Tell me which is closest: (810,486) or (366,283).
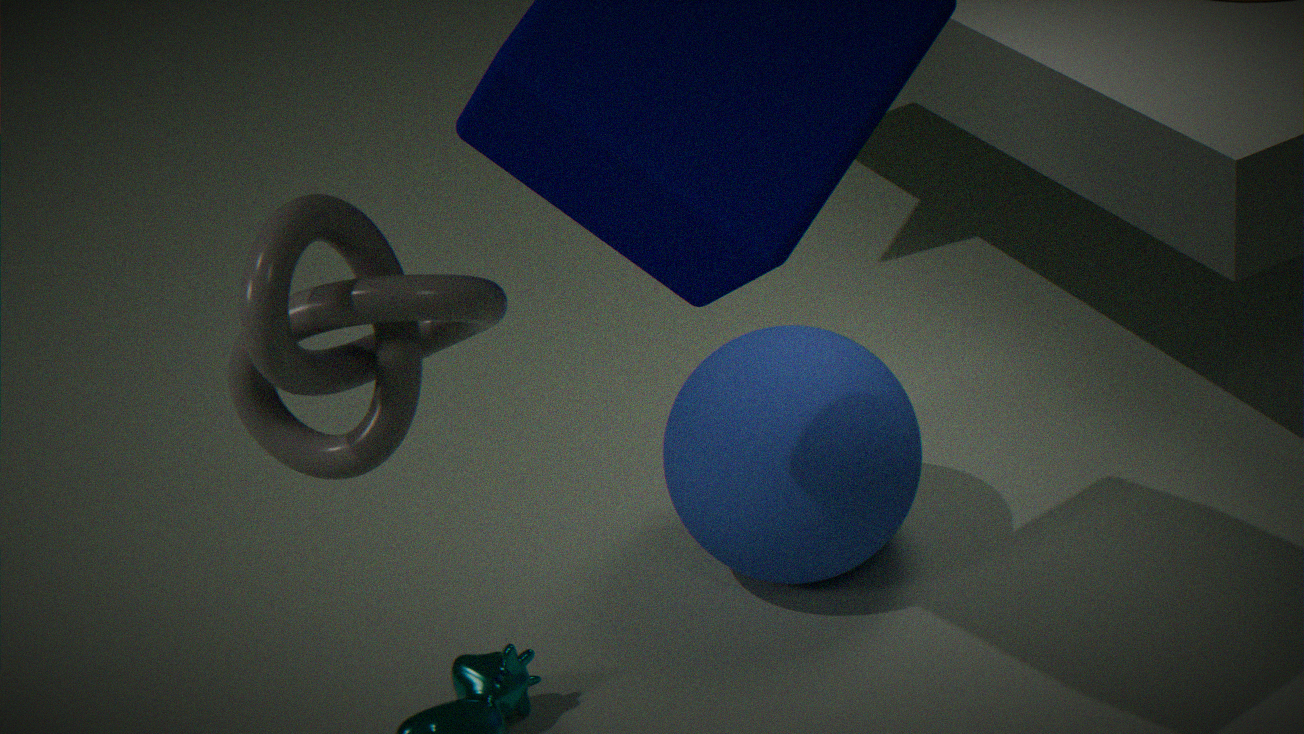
(366,283)
